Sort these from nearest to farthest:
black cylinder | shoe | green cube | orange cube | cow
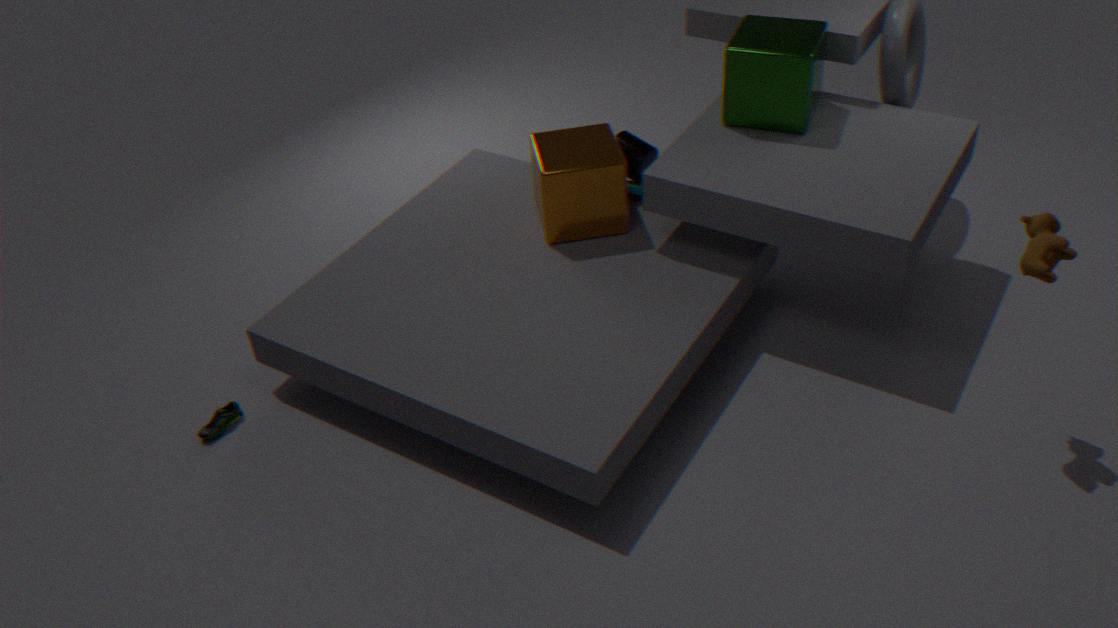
cow < shoe < green cube < orange cube < black cylinder
